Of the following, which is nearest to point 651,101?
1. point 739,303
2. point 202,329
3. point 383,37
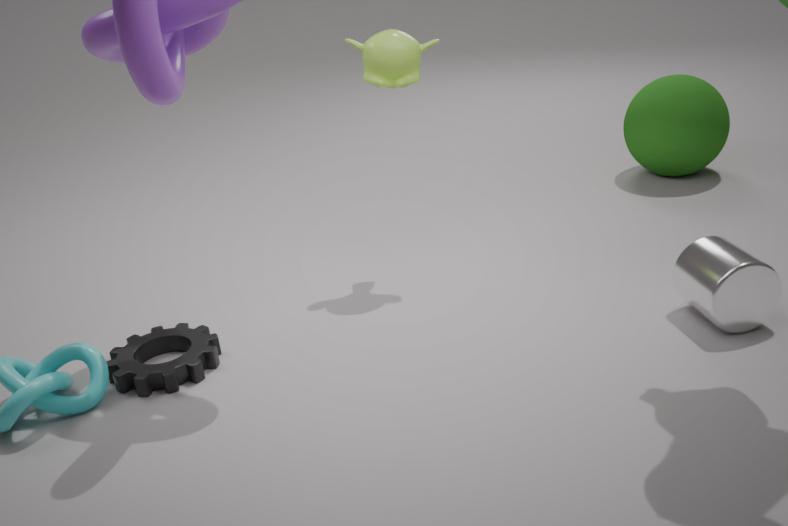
point 739,303
